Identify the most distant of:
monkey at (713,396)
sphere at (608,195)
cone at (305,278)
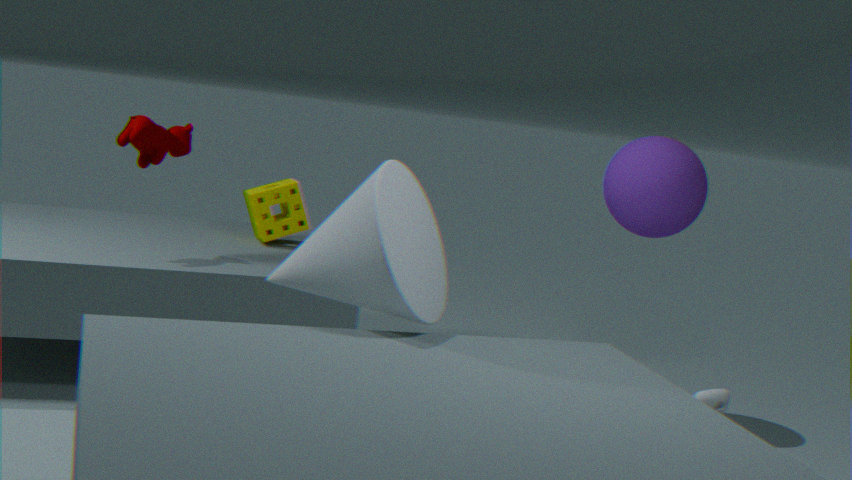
sphere at (608,195)
